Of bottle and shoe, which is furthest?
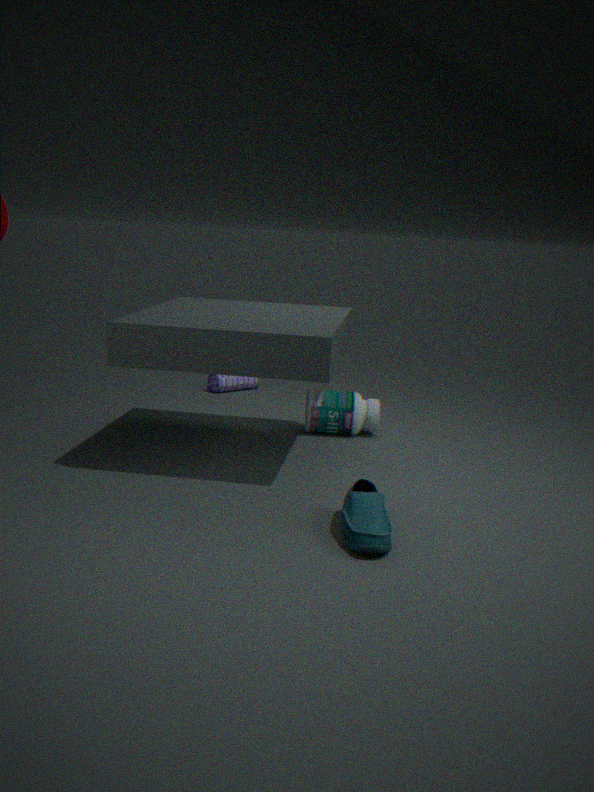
bottle
